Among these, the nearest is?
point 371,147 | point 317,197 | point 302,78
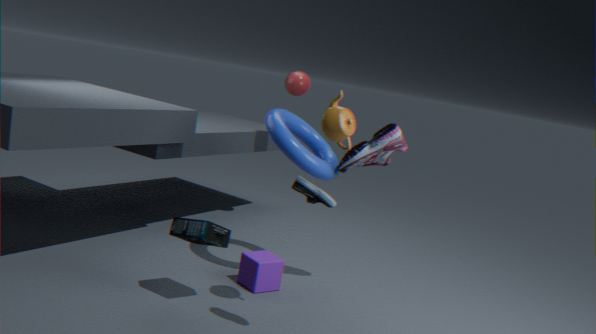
point 317,197
